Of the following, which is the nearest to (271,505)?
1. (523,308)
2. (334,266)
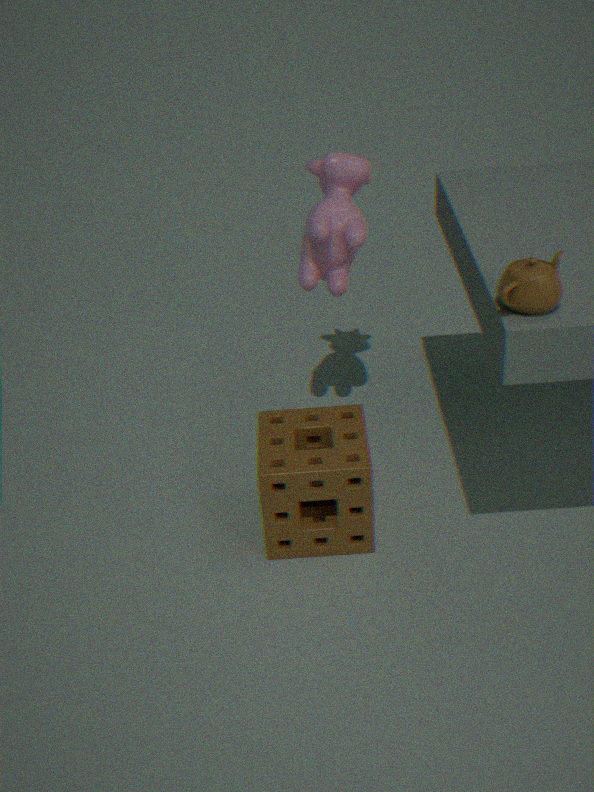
(334,266)
